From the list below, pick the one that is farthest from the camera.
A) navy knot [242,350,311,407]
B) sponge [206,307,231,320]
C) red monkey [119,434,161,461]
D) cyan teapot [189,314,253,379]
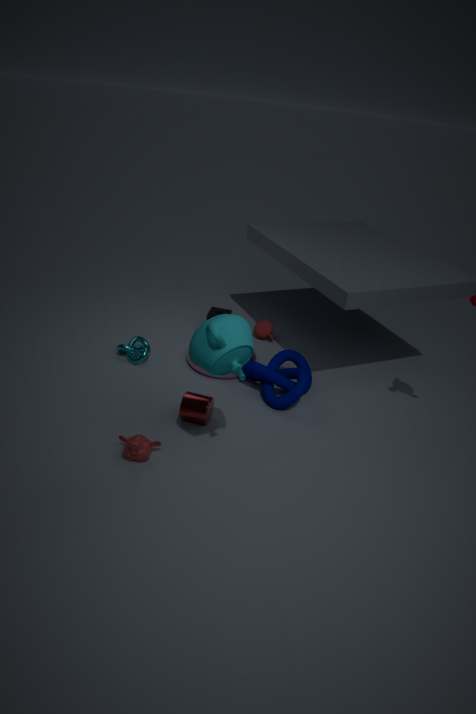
sponge [206,307,231,320]
